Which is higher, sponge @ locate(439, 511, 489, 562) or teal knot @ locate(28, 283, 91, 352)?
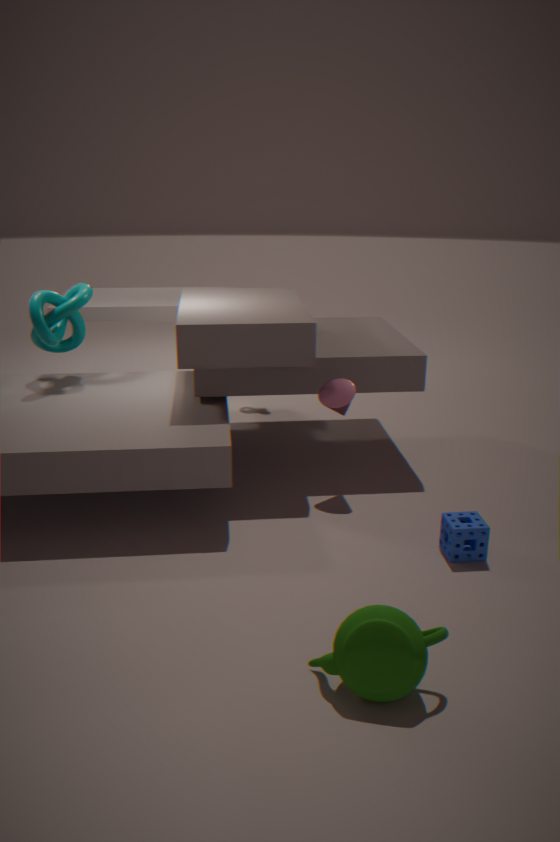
teal knot @ locate(28, 283, 91, 352)
